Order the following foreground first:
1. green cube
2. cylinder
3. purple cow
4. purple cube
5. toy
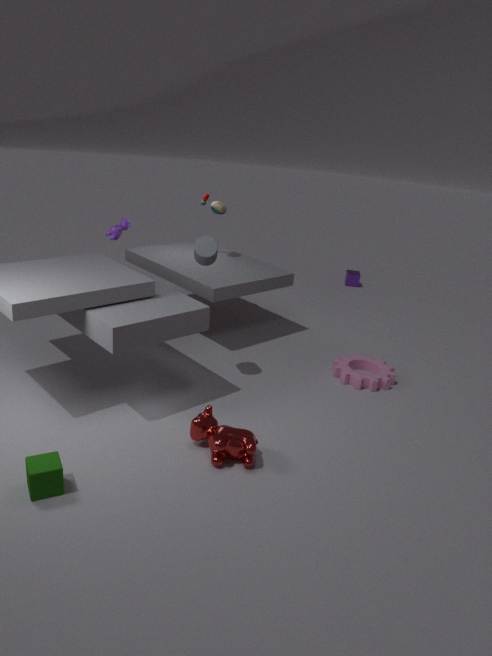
1. green cube
2. cylinder
3. purple cow
4. toy
5. purple cube
